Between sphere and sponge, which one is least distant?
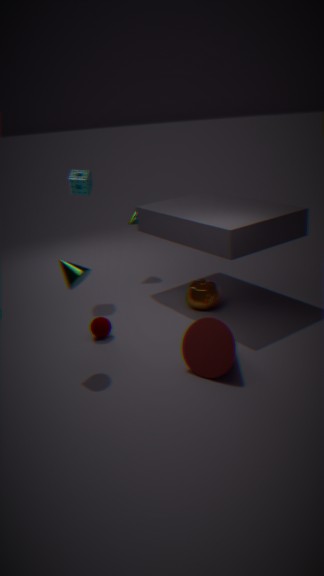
sphere
